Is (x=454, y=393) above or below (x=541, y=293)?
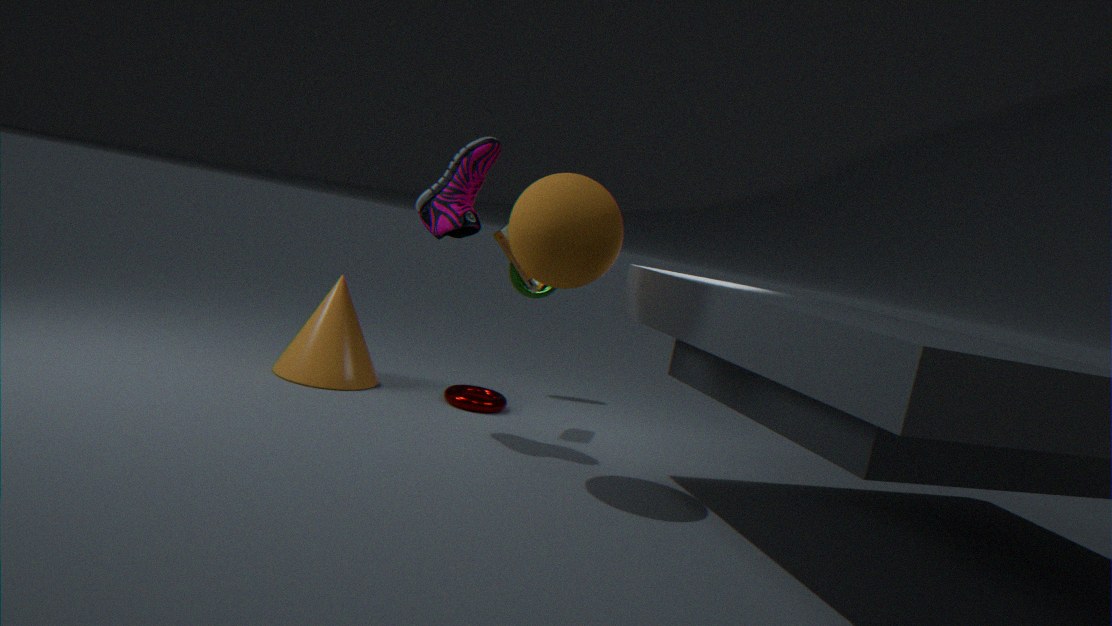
below
